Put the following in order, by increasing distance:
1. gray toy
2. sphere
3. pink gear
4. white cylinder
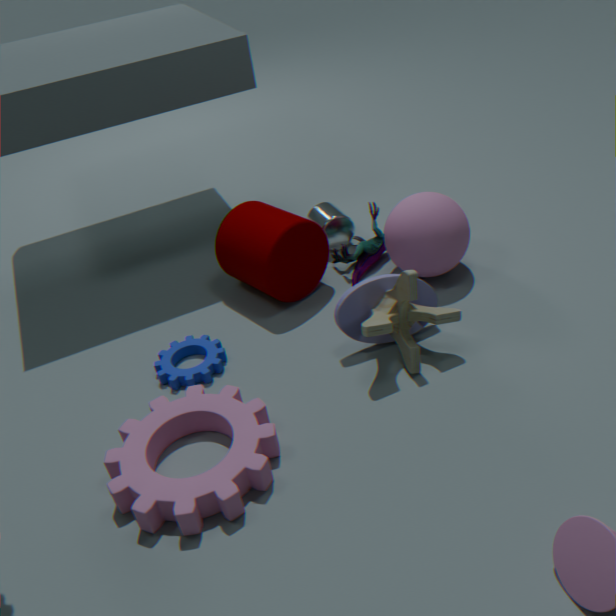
pink gear → gray toy → sphere → white cylinder
